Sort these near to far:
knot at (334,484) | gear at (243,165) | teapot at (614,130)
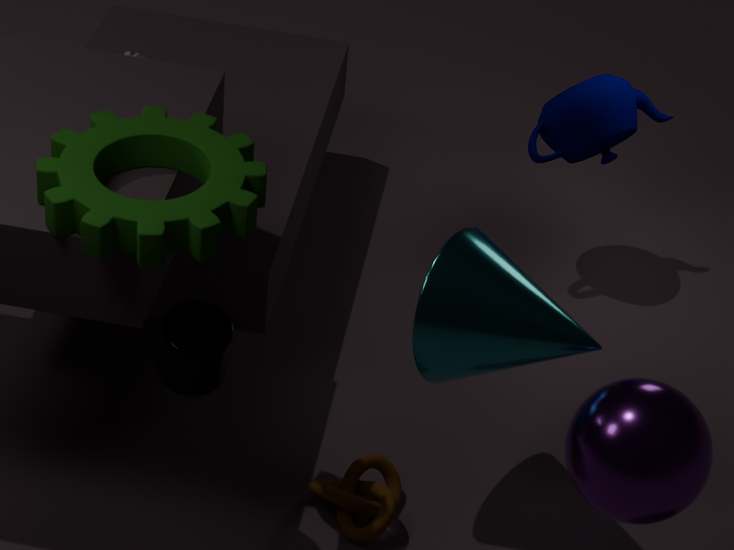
gear at (243,165), knot at (334,484), teapot at (614,130)
